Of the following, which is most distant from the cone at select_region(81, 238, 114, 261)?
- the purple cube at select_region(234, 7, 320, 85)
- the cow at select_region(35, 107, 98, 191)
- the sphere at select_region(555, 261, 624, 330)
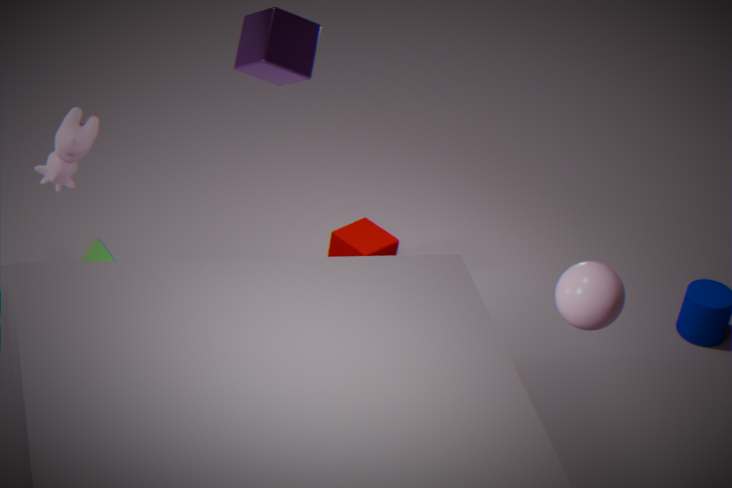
the sphere at select_region(555, 261, 624, 330)
